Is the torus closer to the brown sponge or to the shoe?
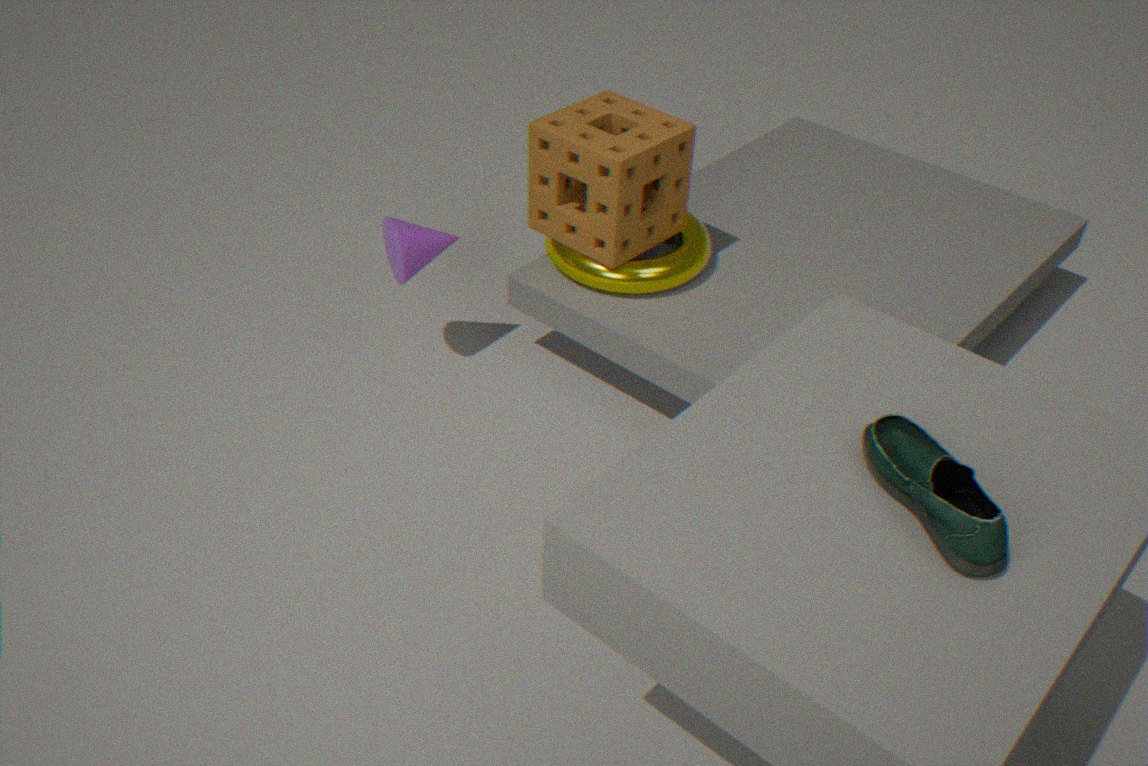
the brown sponge
